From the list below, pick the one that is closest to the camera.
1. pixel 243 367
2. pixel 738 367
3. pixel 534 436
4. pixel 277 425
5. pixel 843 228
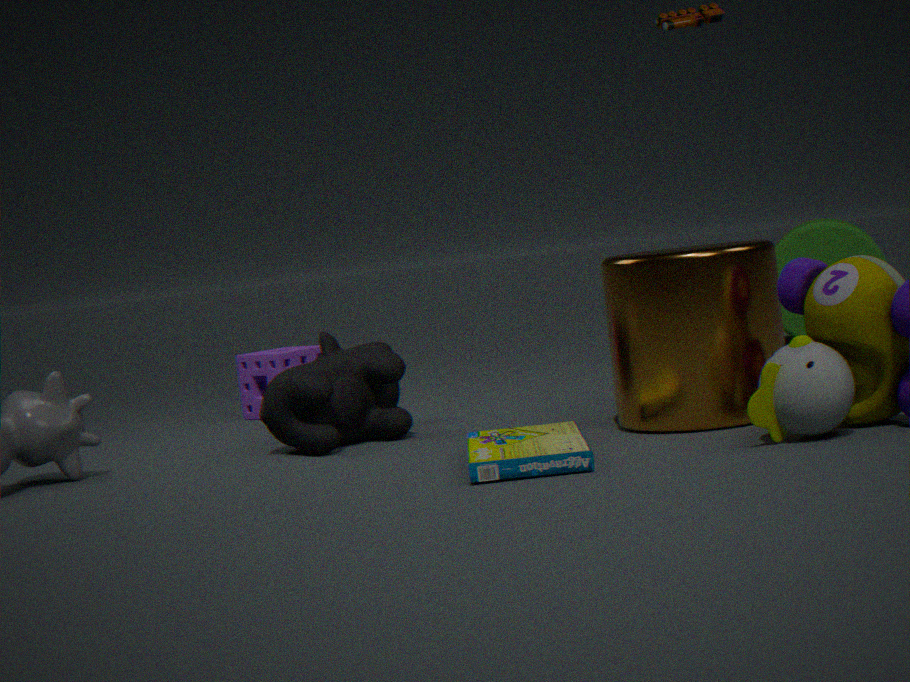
pixel 534 436
